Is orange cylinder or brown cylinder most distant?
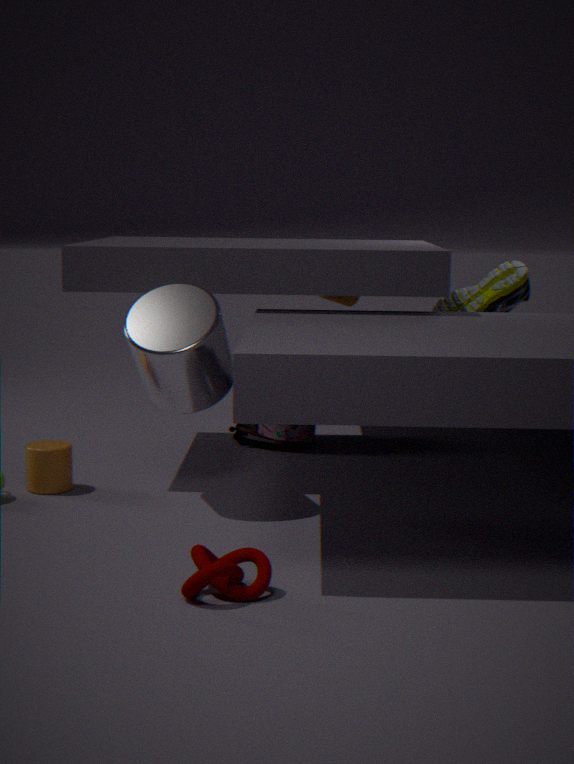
brown cylinder
